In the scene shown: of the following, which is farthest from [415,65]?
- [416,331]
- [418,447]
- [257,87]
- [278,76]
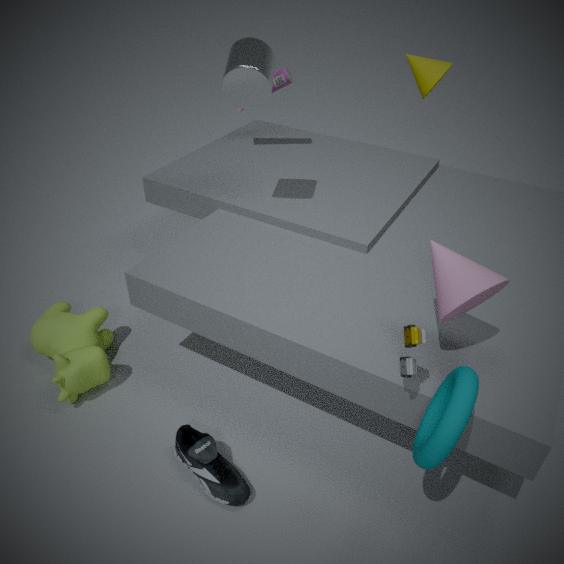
[418,447]
